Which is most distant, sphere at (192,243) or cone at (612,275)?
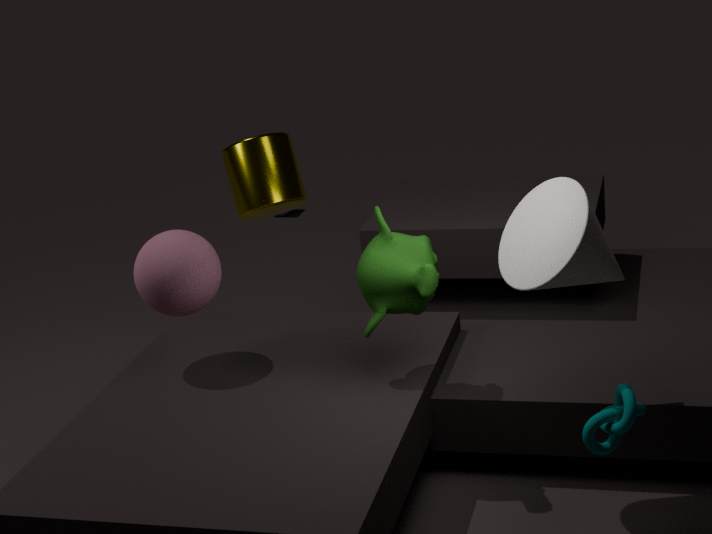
sphere at (192,243)
